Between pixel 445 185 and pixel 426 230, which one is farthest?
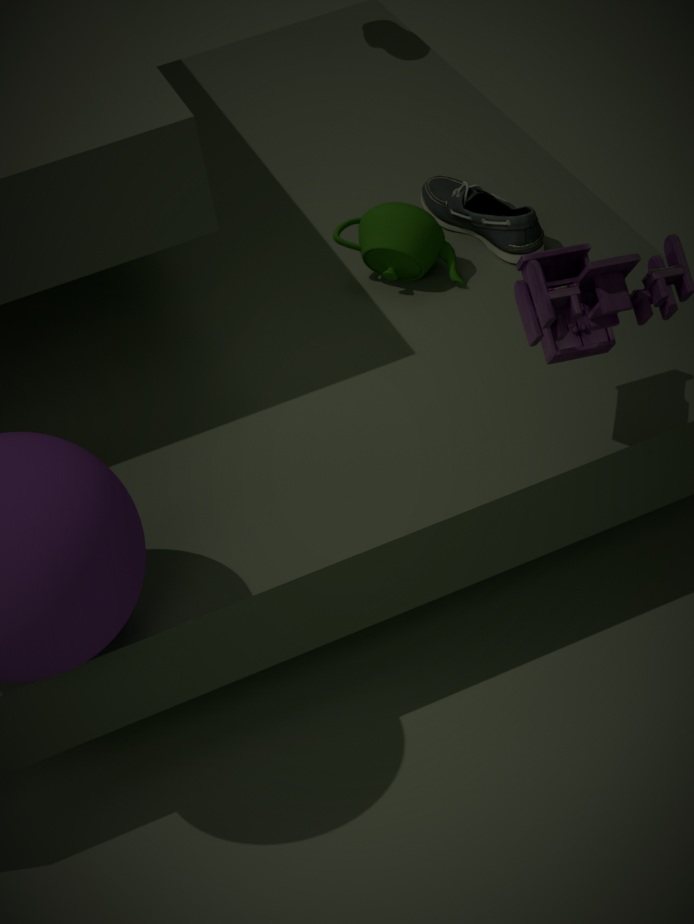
pixel 445 185
